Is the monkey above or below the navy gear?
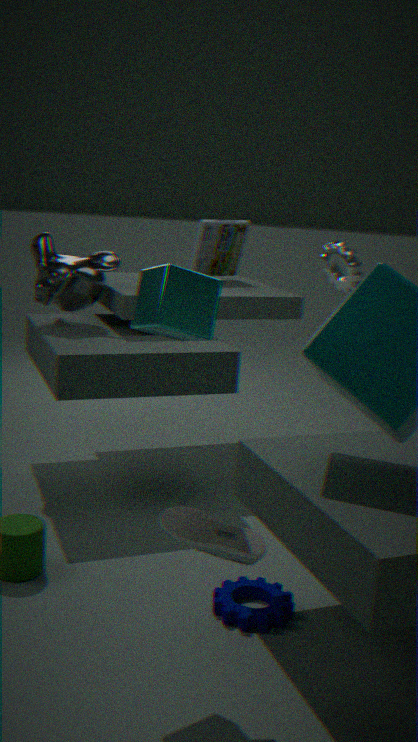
above
